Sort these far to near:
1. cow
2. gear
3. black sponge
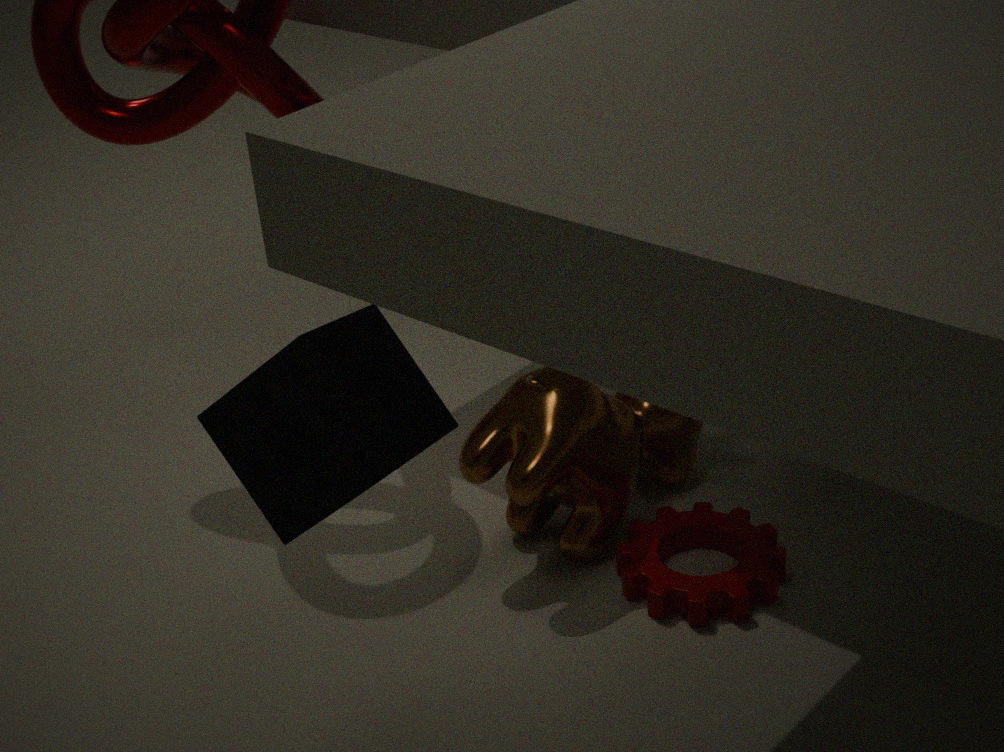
cow, gear, black sponge
